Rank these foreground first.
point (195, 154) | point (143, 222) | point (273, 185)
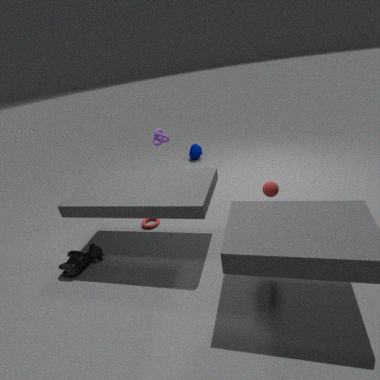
1. point (273, 185)
2. point (143, 222)
3. point (195, 154)
